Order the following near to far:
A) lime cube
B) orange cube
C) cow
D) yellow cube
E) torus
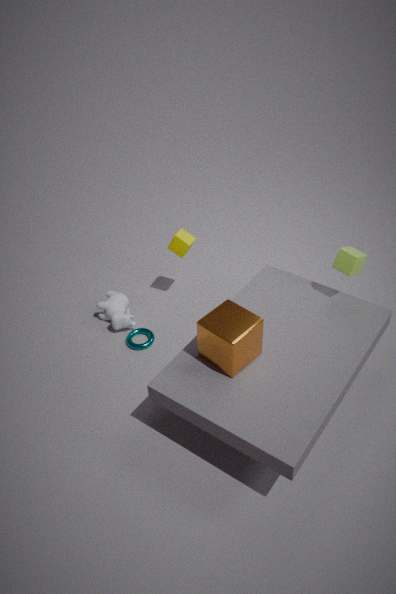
orange cube → lime cube → torus → cow → yellow cube
